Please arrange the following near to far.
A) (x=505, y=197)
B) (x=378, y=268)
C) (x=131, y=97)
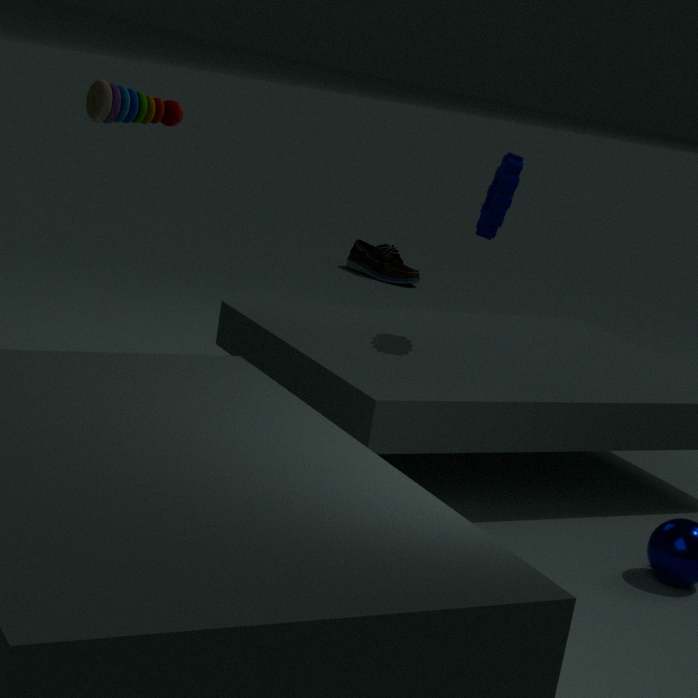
1. (x=505, y=197)
2. (x=131, y=97)
3. (x=378, y=268)
